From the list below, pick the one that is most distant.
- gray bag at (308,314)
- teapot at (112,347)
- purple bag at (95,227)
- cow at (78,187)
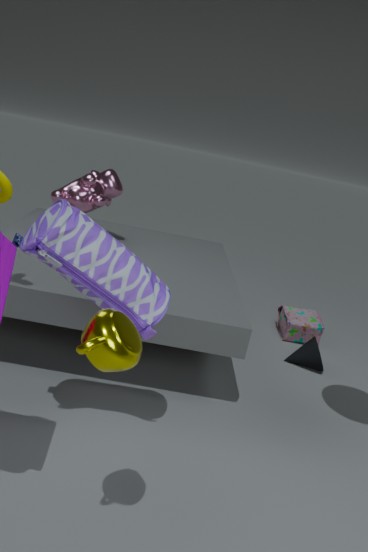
gray bag at (308,314)
